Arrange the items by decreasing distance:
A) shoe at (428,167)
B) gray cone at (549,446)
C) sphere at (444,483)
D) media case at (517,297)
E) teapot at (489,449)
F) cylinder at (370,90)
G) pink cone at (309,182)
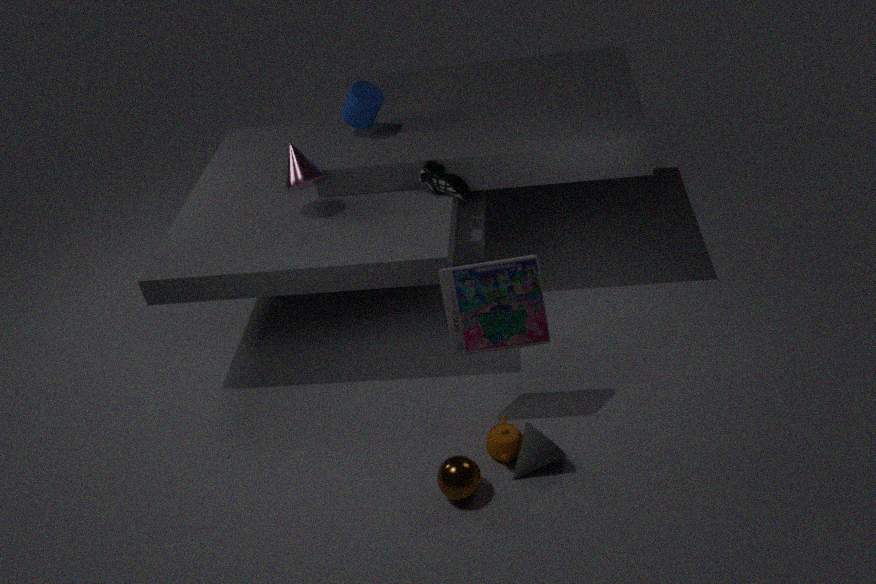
cylinder at (370,90) < shoe at (428,167) < pink cone at (309,182) < teapot at (489,449) < media case at (517,297) < gray cone at (549,446) < sphere at (444,483)
